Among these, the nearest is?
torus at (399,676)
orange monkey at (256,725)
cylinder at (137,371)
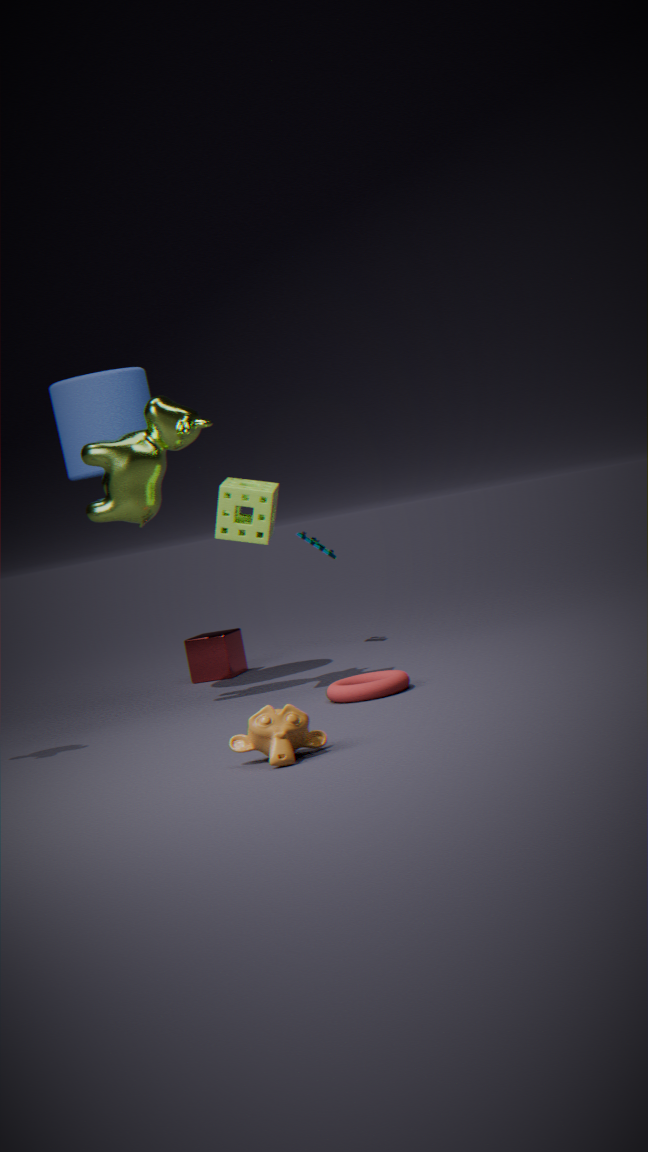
orange monkey at (256,725)
